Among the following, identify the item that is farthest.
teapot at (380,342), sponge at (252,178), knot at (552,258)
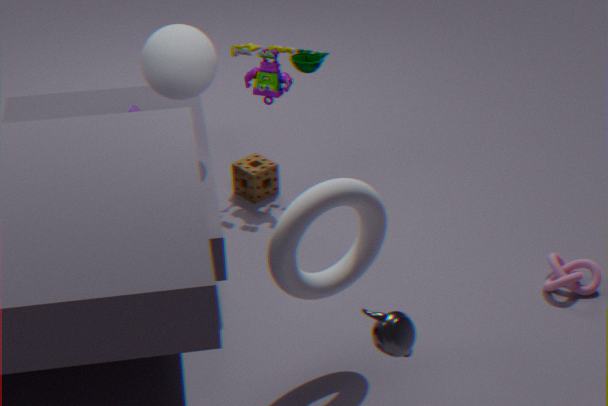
sponge at (252,178)
